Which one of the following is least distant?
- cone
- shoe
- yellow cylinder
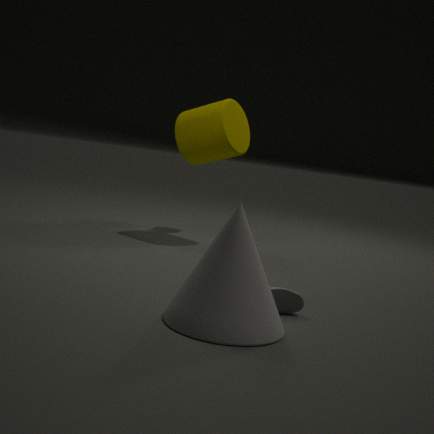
cone
